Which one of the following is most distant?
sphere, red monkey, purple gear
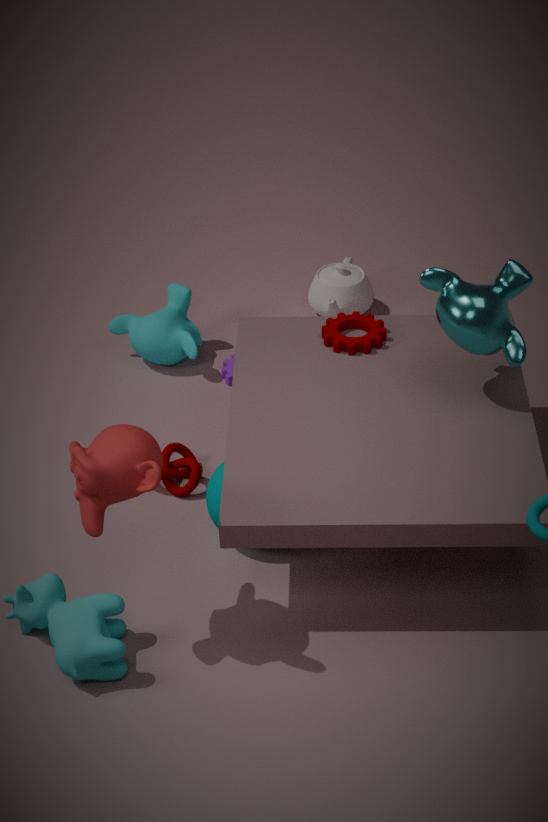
purple gear
